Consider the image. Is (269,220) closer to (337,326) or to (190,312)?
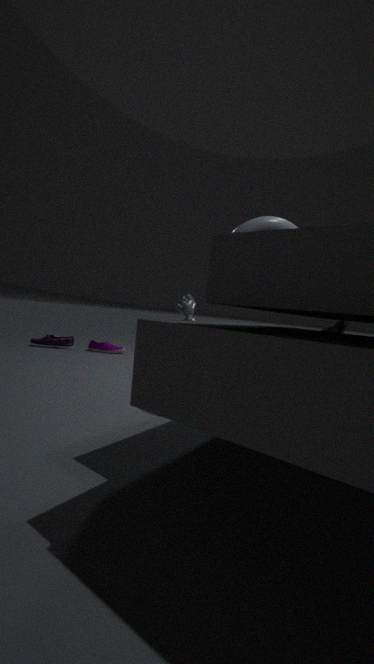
(190,312)
